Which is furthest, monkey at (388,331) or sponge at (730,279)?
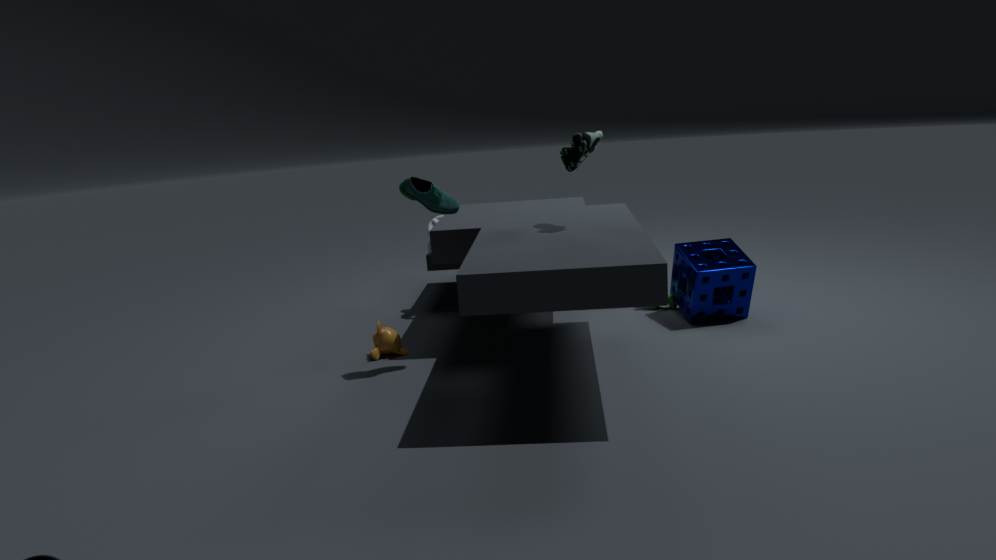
sponge at (730,279)
